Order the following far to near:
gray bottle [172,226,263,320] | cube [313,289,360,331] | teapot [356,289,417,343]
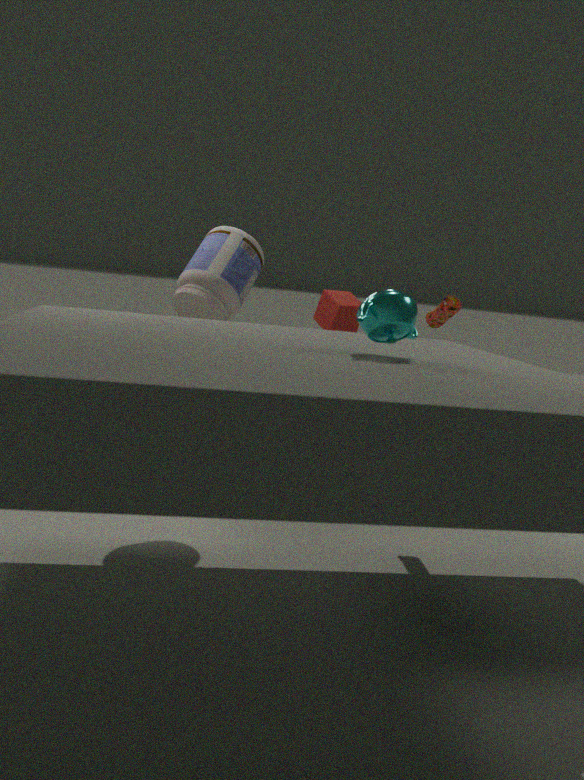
1. cube [313,289,360,331]
2. gray bottle [172,226,263,320]
3. teapot [356,289,417,343]
